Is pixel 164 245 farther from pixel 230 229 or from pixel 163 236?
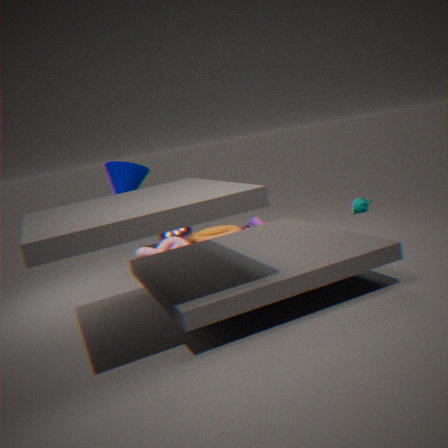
pixel 230 229
